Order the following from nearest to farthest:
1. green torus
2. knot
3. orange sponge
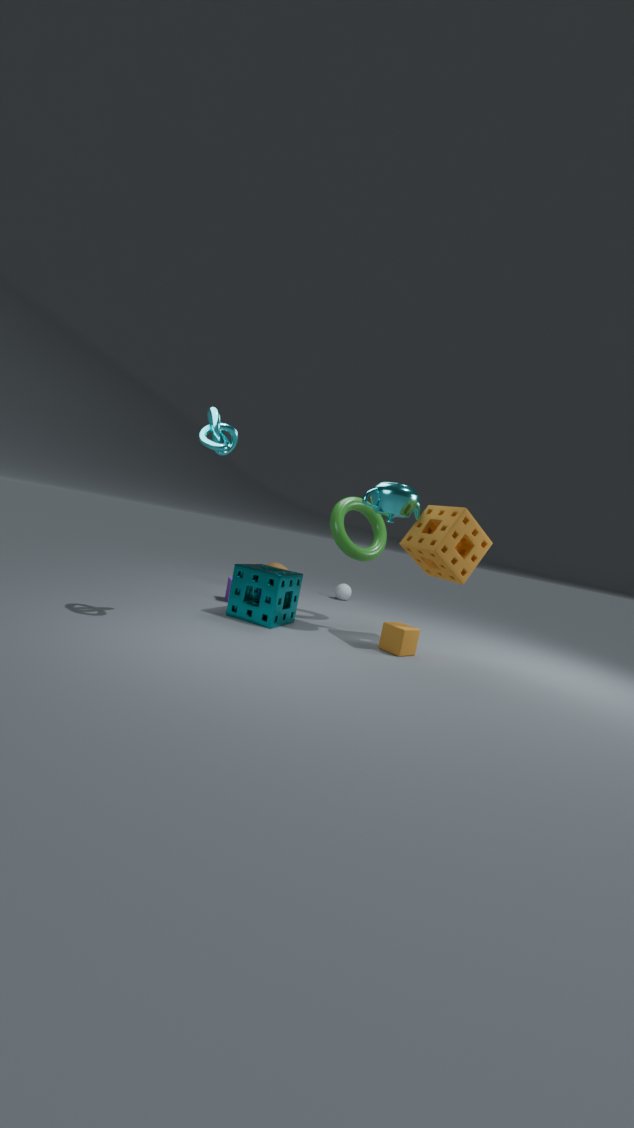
knot
orange sponge
green torus
